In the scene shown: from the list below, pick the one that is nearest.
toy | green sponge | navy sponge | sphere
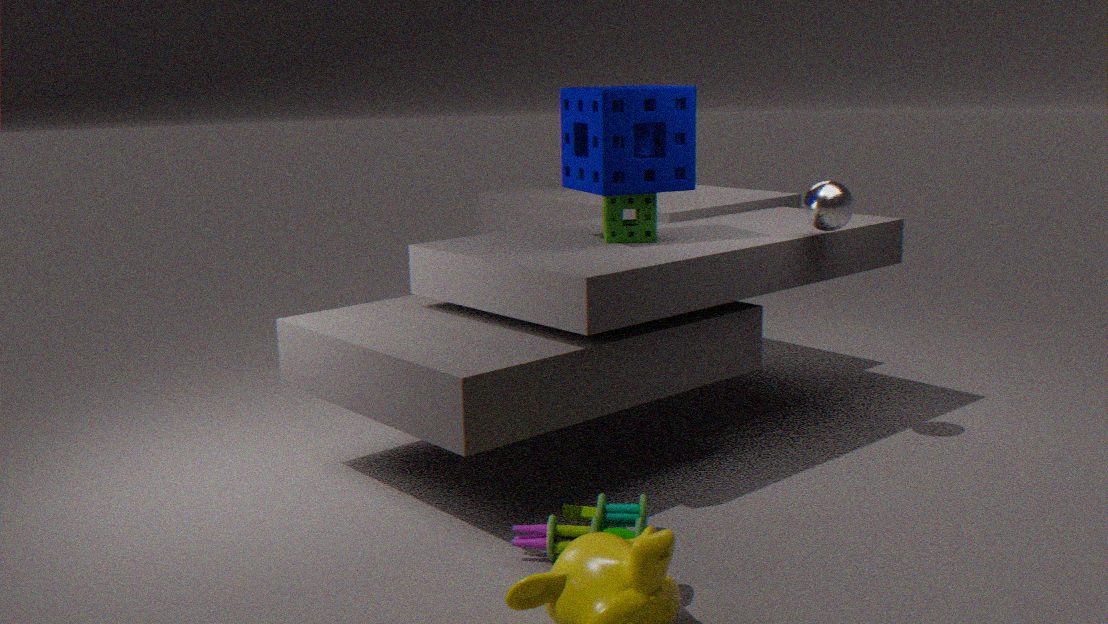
toy
